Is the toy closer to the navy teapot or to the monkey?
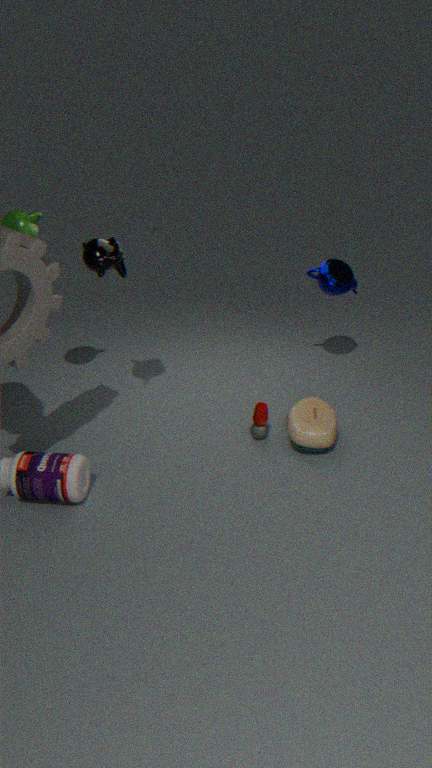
the navy teapot
